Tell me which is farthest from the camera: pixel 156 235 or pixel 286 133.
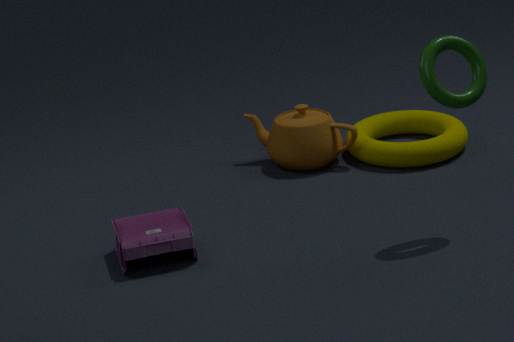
pixel 286 133
